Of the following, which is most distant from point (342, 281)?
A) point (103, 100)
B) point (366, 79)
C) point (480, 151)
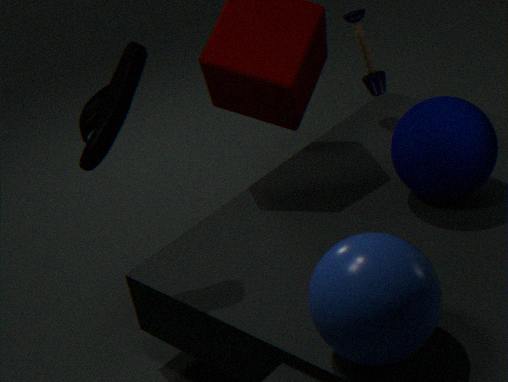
point (366, 79)
